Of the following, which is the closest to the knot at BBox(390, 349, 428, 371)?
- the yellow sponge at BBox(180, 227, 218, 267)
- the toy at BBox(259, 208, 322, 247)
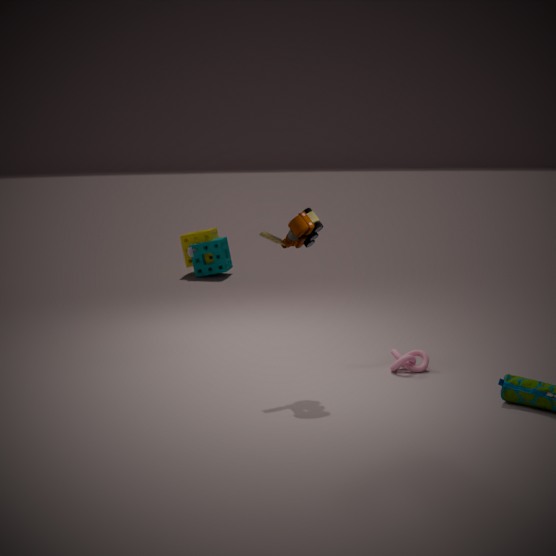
the toy at BBox(259, 208, 322, 247)
